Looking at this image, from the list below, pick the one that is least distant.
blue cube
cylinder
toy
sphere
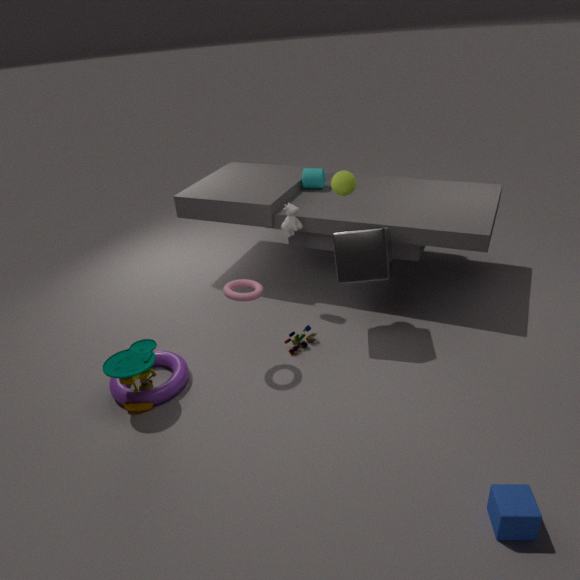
blue cube
